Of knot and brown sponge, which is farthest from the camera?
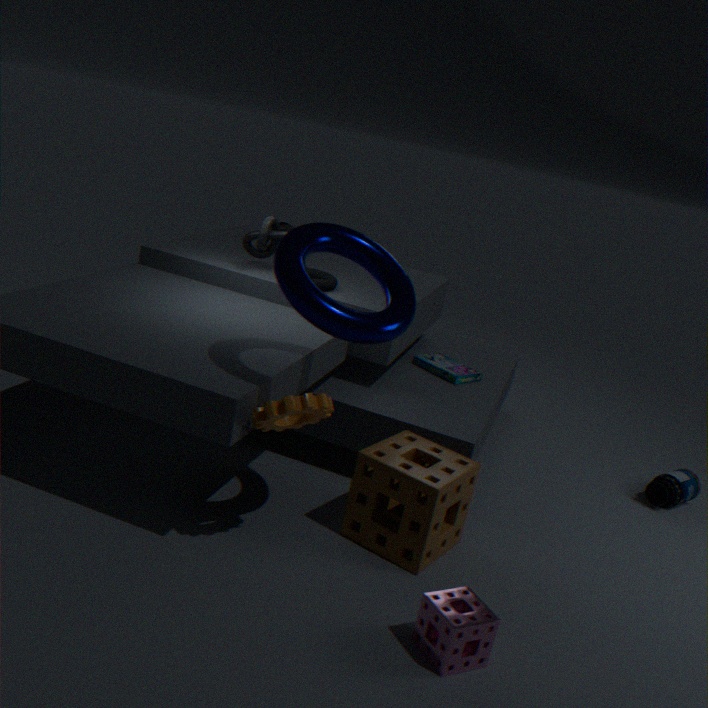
knot
